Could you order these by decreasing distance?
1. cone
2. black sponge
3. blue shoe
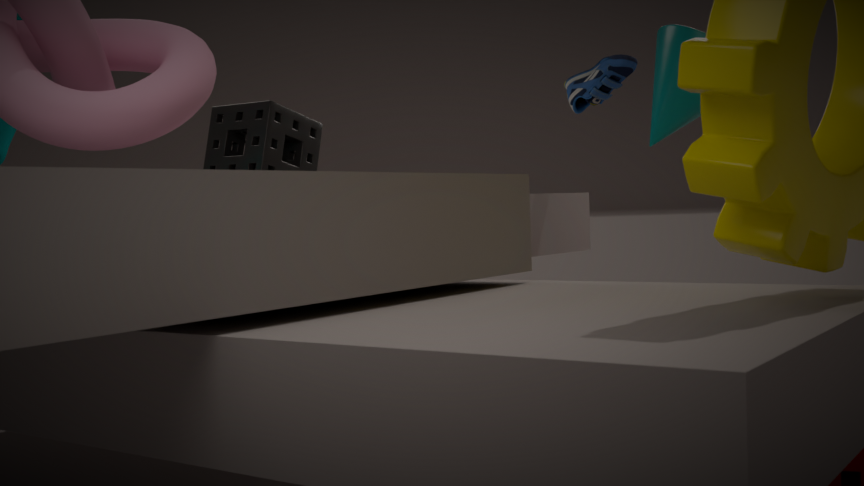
blue shoe
black sponge
cone
